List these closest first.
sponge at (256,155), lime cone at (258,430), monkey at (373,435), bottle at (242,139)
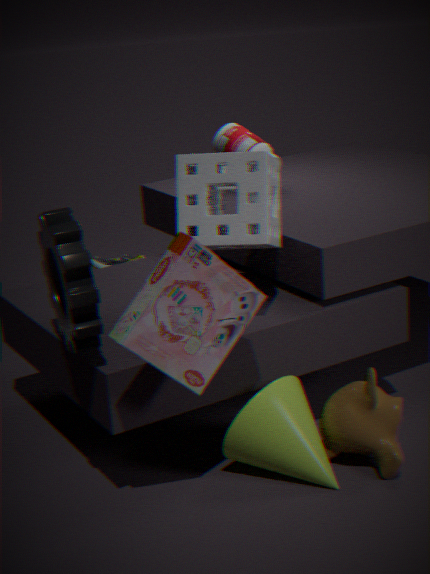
1. sponge at (256,155)
2. lime cone at (258,430)
3. monkey at (373,435)
4. bottle at (242,139)
